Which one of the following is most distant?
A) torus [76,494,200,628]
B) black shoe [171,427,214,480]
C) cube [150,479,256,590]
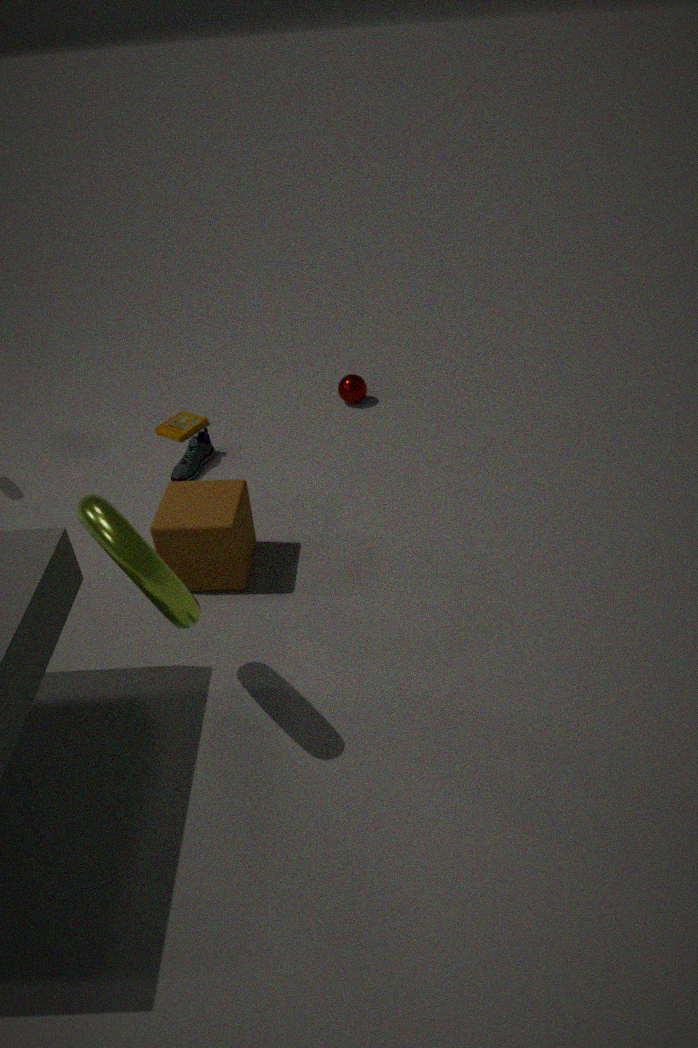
black shoe [171,427,214,480]
